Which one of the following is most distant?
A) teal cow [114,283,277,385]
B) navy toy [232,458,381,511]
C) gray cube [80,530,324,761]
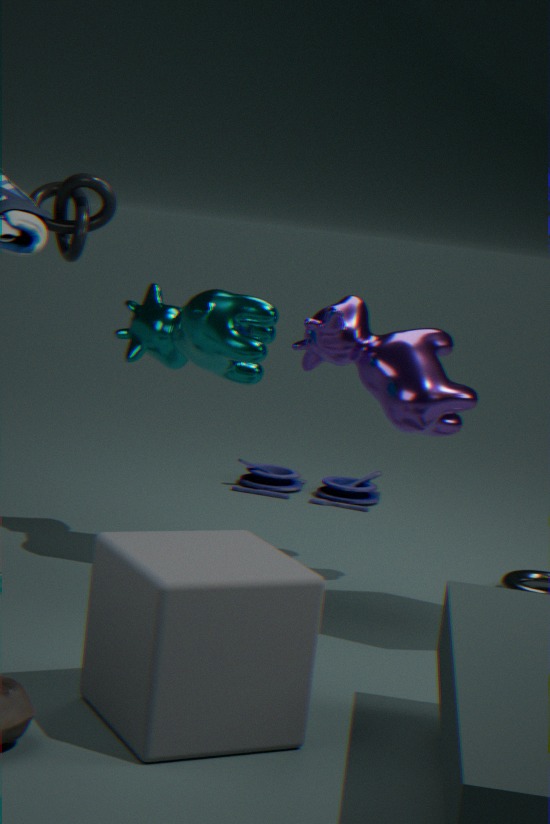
navy toy [232,458,381,511]
